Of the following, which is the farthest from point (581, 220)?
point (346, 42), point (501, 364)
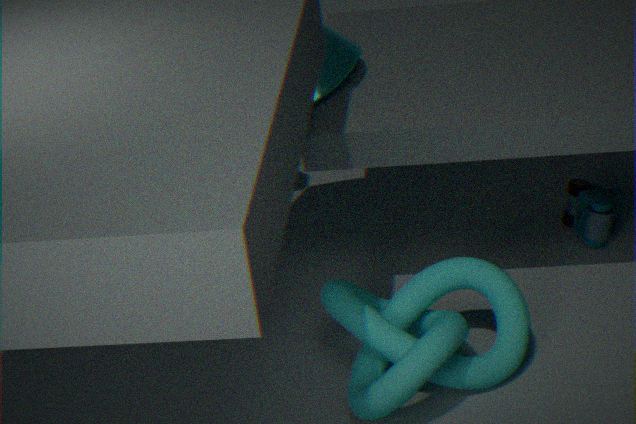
point (346, 42)
